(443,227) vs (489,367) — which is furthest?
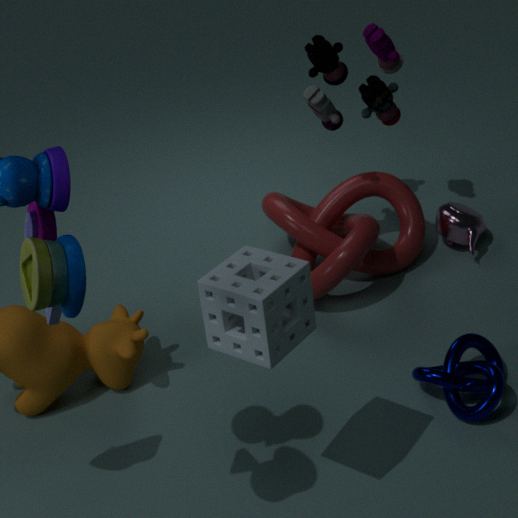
(443,227)
